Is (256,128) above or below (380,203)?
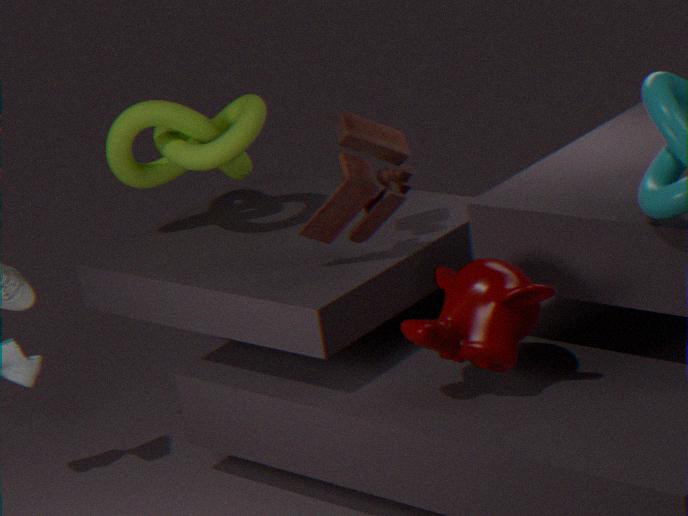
above
